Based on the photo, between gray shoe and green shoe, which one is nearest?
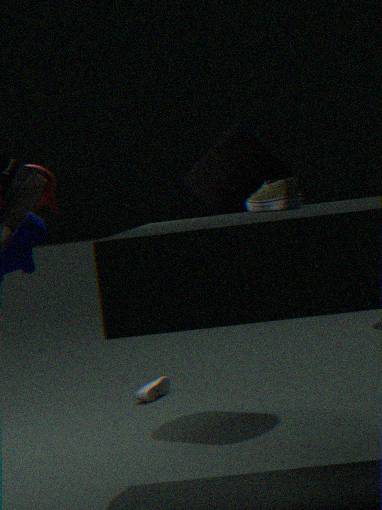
green shoe
